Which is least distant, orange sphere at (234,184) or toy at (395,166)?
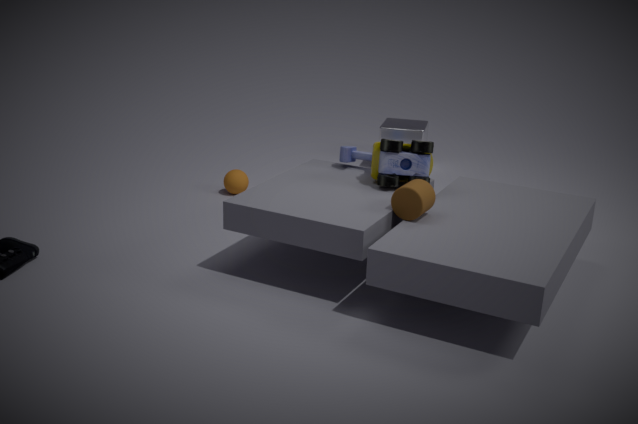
toy at (395,166)
